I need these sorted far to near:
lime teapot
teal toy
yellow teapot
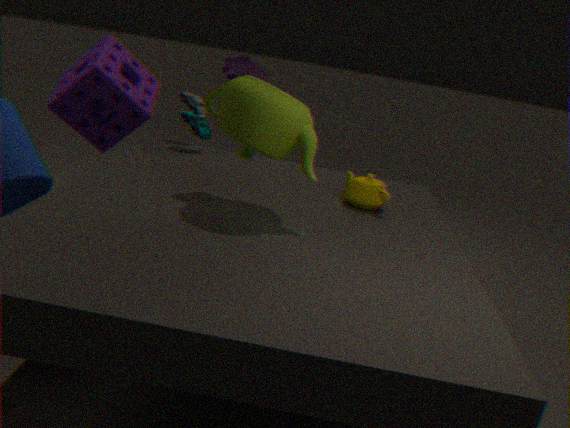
teal toy, yellow teapot, lime teapot
